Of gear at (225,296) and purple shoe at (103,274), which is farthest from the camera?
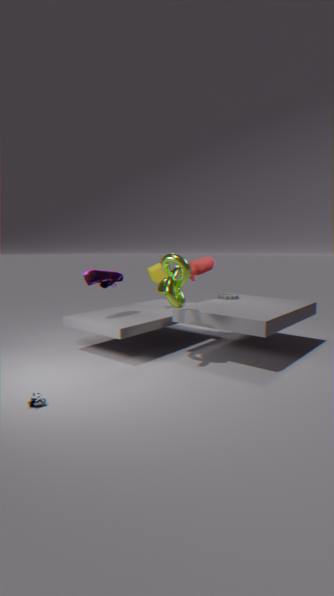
gear at (225,296)
